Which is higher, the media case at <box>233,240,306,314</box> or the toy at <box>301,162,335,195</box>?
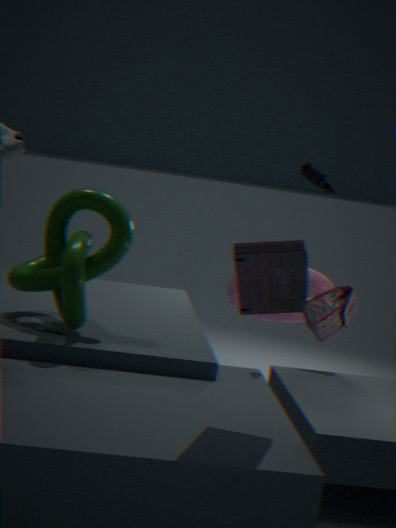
the toy at <box>301,162,335,195</box>
